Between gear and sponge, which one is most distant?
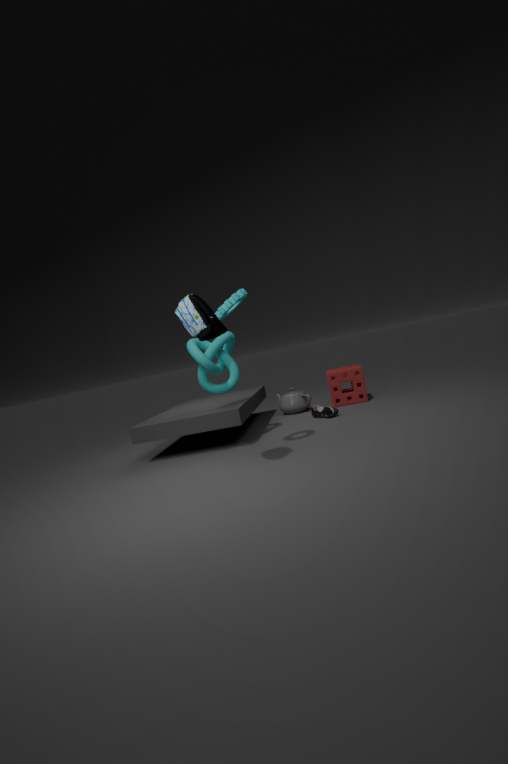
sponge
